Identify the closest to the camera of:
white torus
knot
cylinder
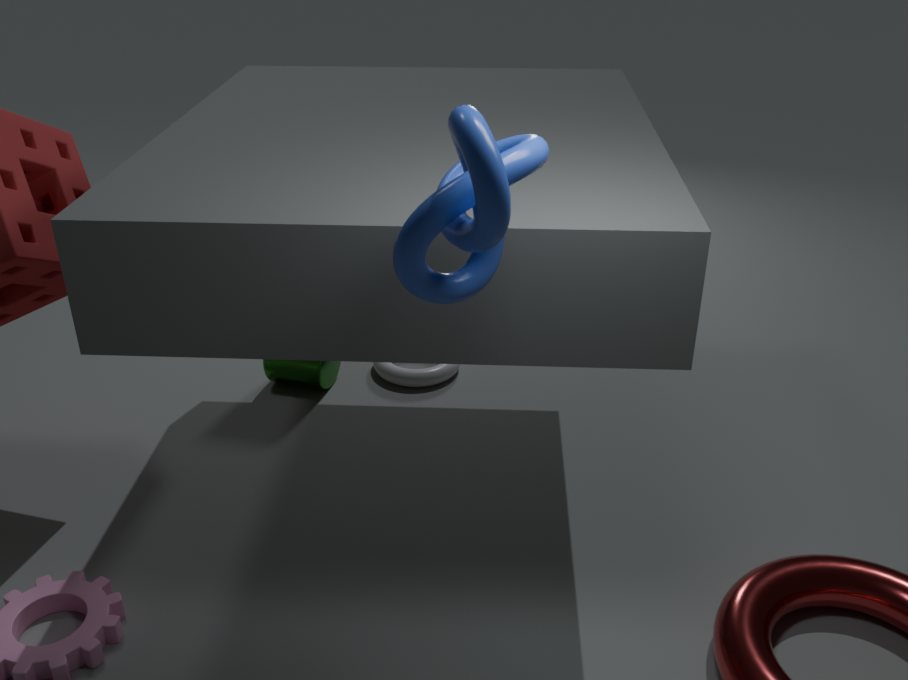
knot
